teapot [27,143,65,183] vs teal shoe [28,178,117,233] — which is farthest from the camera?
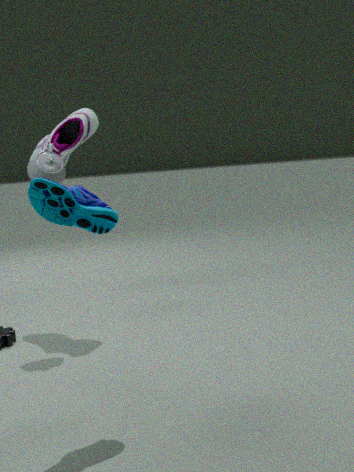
teapot [27,143,65,183]
